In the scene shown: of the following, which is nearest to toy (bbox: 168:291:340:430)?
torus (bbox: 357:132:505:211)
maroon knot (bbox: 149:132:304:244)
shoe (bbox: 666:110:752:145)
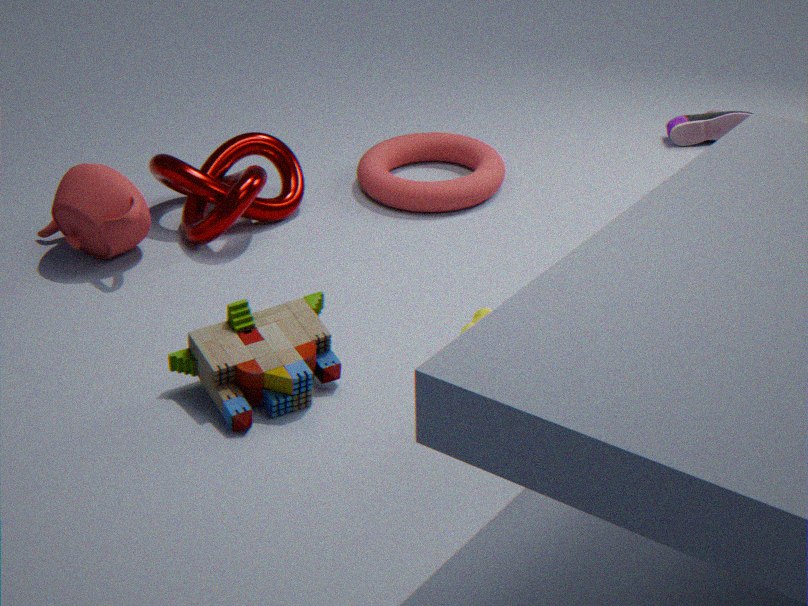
maroon knot (bbox: 149:132:304:244)
